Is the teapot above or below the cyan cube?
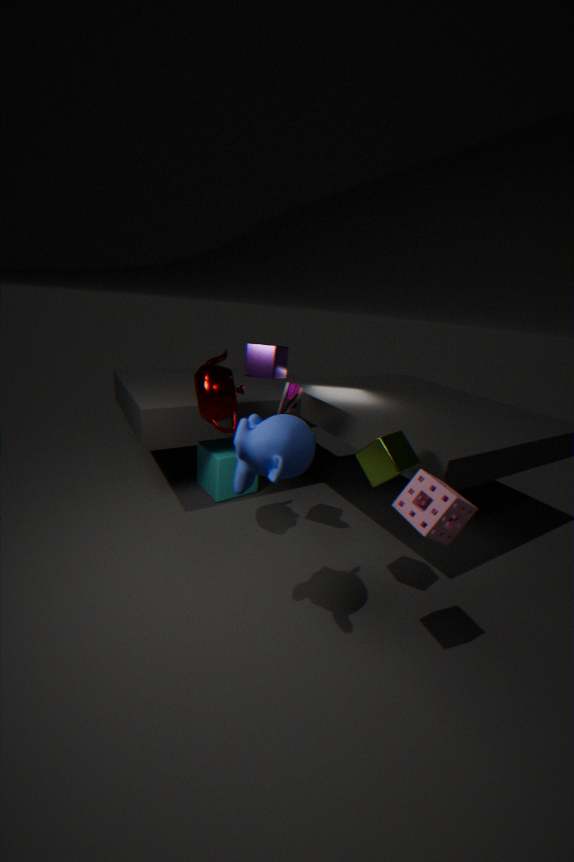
above
